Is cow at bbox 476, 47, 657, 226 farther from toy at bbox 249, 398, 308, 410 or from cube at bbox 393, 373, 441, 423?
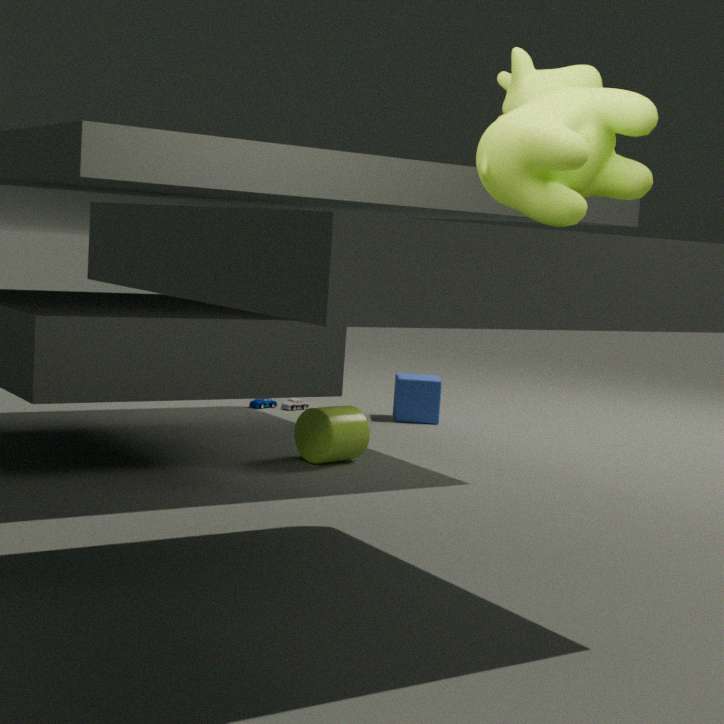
toy at bbox 249, 398, 308, 410
